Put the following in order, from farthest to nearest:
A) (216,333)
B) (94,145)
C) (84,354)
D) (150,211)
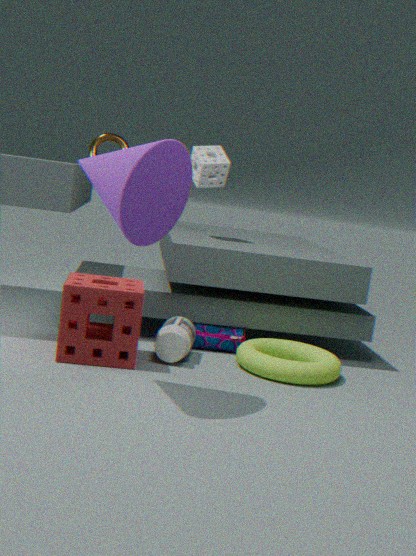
(94,145)
(216,333)
(84,354)
(150,211)
